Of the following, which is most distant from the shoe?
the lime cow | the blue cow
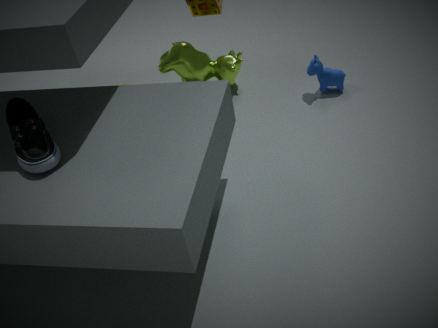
the blue cow
